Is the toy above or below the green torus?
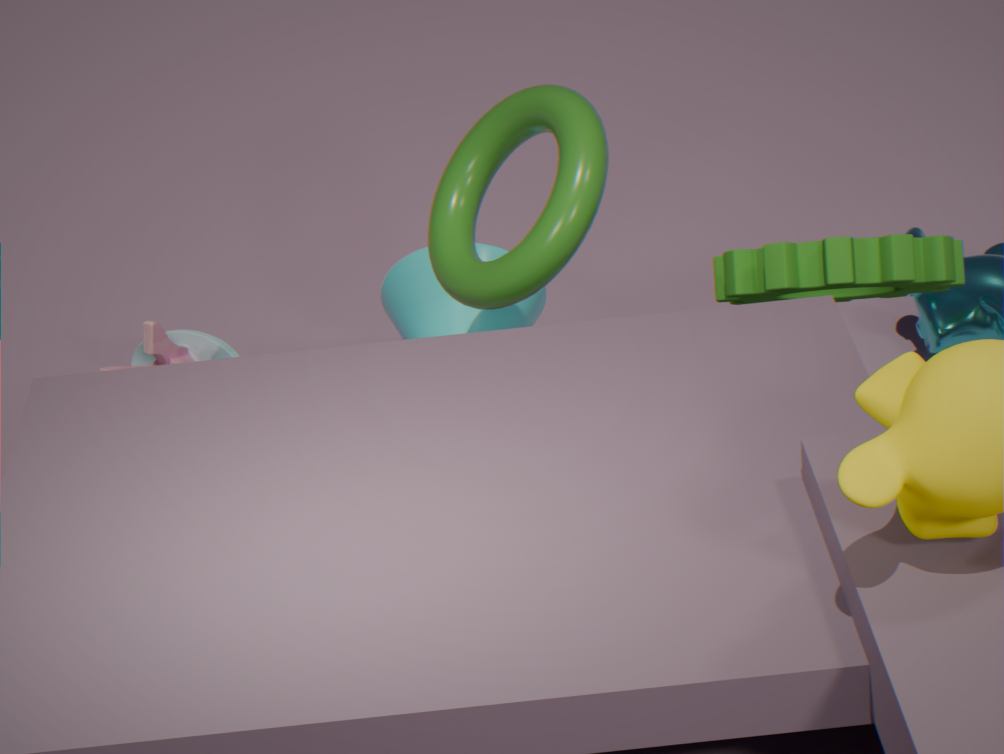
below
